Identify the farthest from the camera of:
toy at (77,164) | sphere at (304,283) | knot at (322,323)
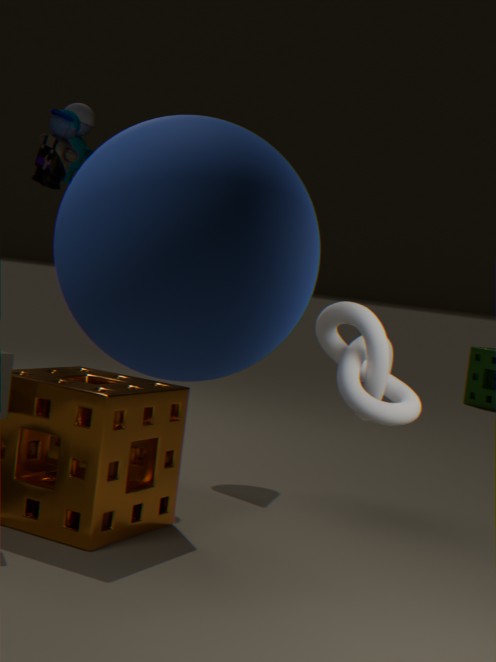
toy at (77,164)
